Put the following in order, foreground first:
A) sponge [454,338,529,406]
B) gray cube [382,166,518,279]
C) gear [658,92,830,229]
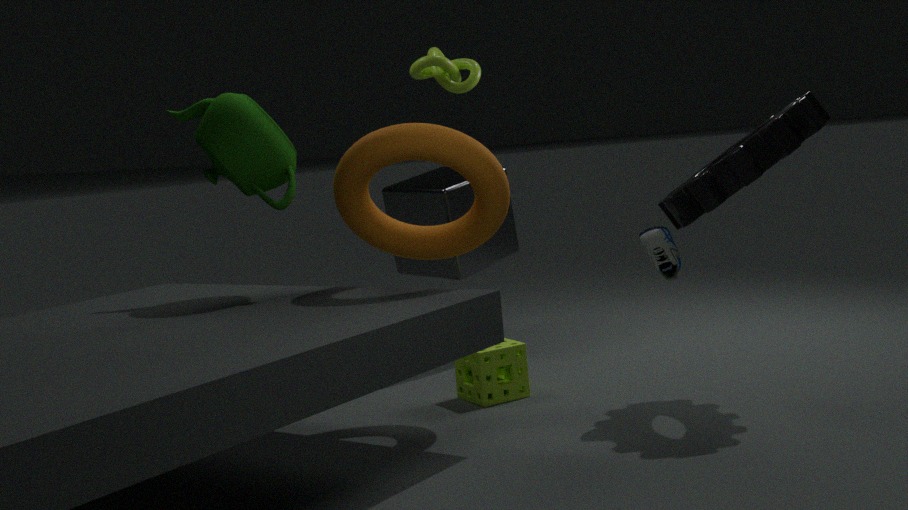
gear [658,92,830,229], sponge [454,338,529,406], gray cube [382,166,518,279]
